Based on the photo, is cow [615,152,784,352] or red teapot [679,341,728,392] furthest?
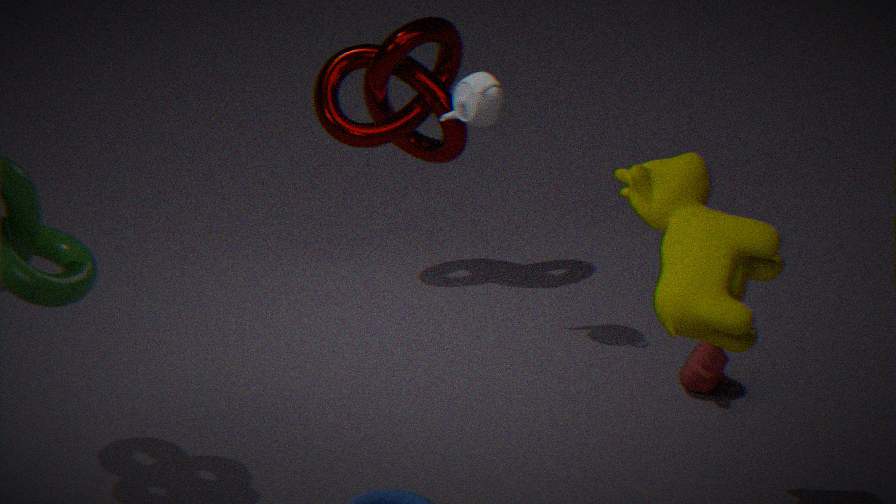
red teapot [679,341,728,392]
